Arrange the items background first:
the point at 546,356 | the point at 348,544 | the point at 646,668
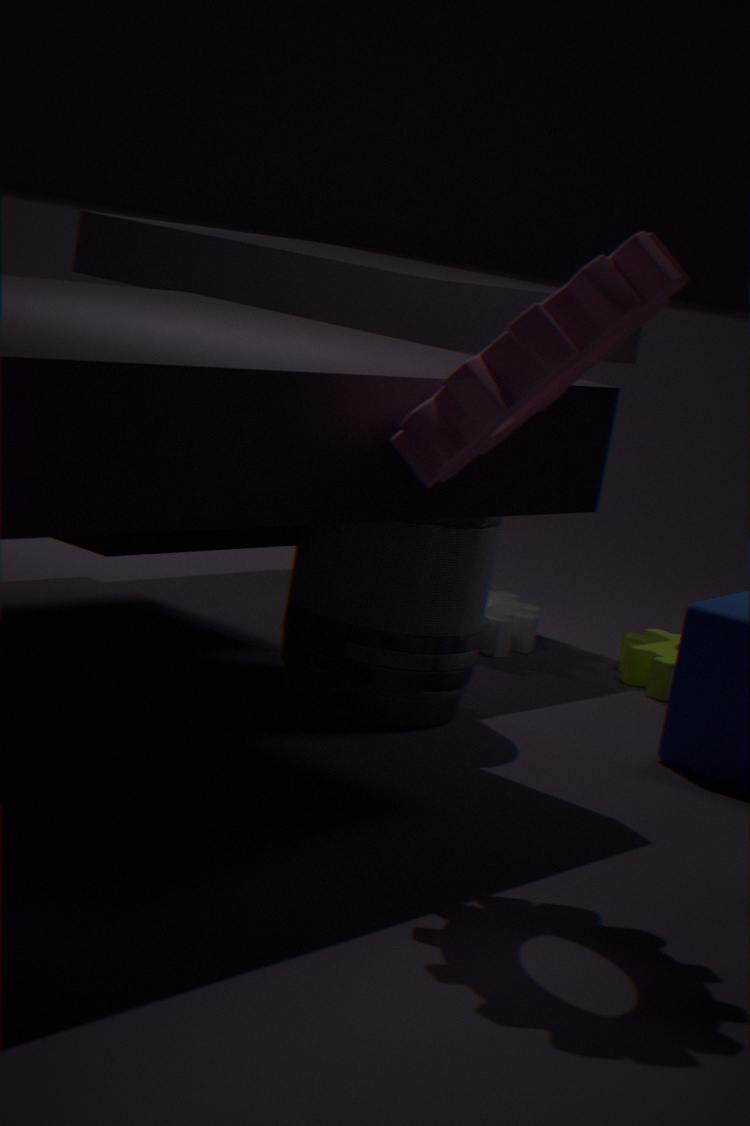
the point at 646,668 < the point at 348,544 < the point at 546,356
